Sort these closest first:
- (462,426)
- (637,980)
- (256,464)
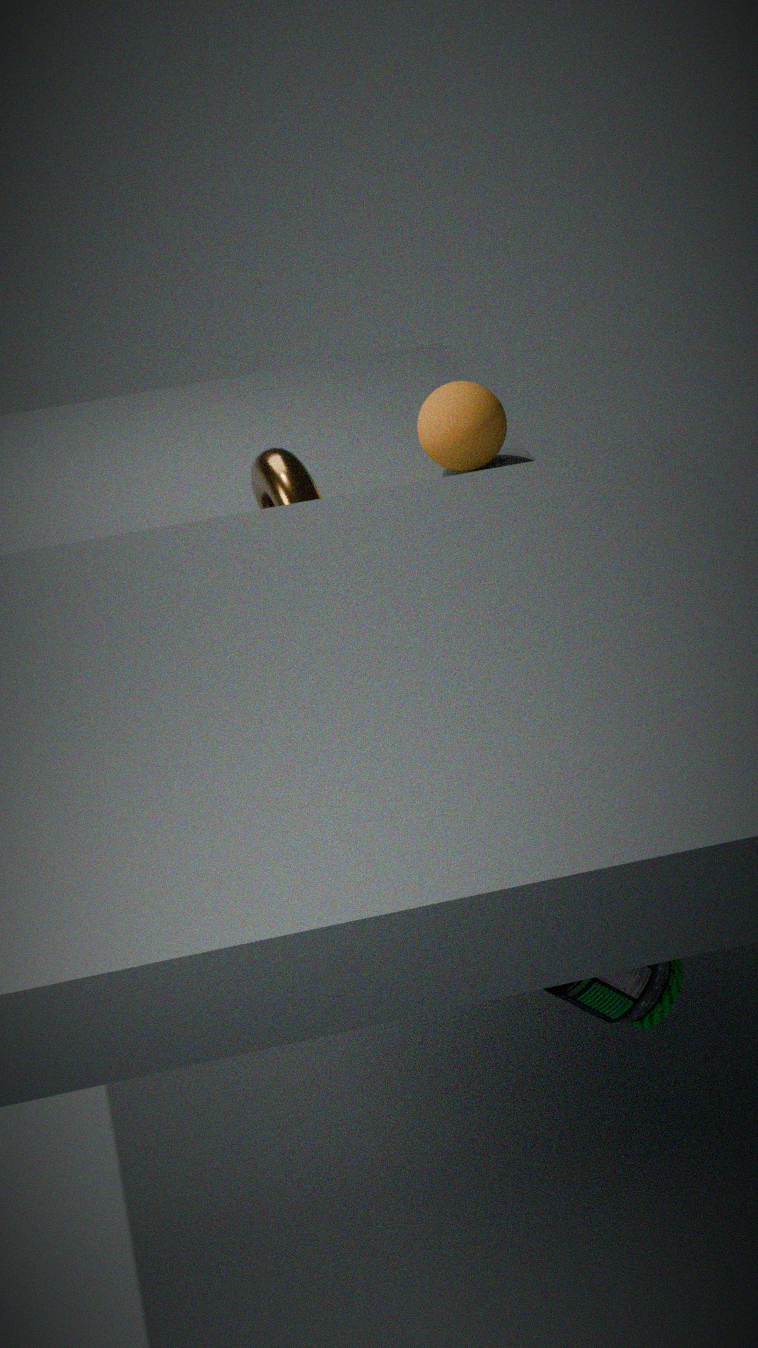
(637,980) < (256,464) < (462,426)
